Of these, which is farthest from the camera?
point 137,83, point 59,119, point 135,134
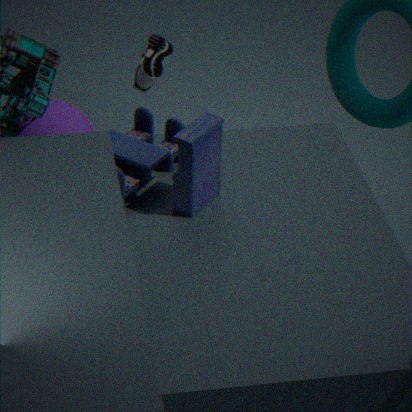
point 59,119
